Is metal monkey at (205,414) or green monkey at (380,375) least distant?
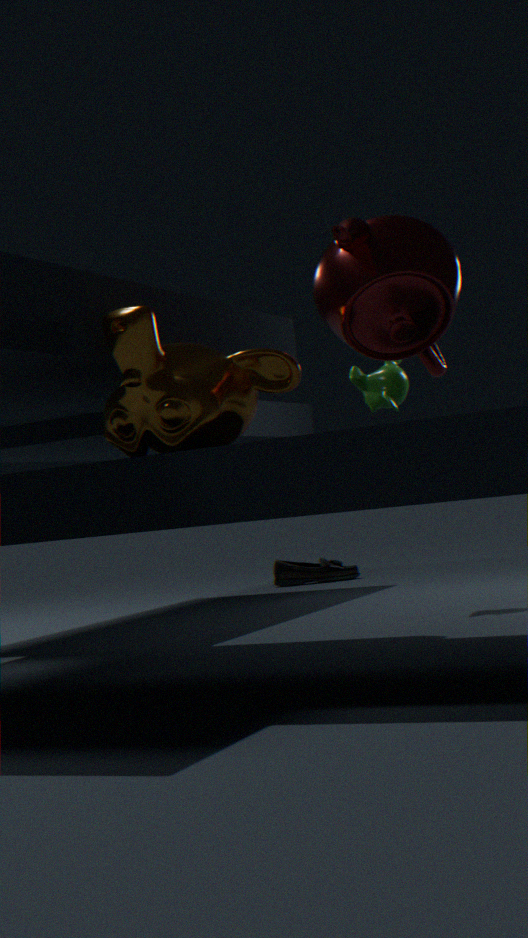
metal monkey at (205,414)
